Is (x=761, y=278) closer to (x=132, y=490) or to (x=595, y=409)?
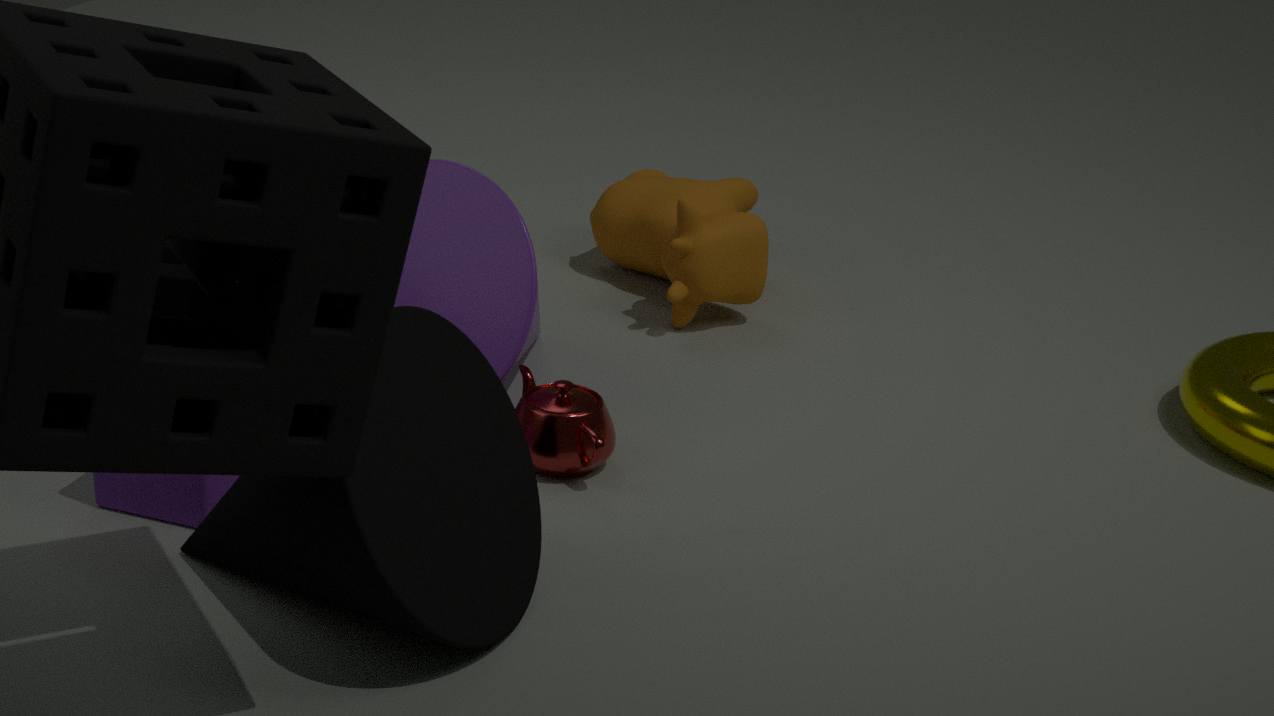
(x=595, y=409)
